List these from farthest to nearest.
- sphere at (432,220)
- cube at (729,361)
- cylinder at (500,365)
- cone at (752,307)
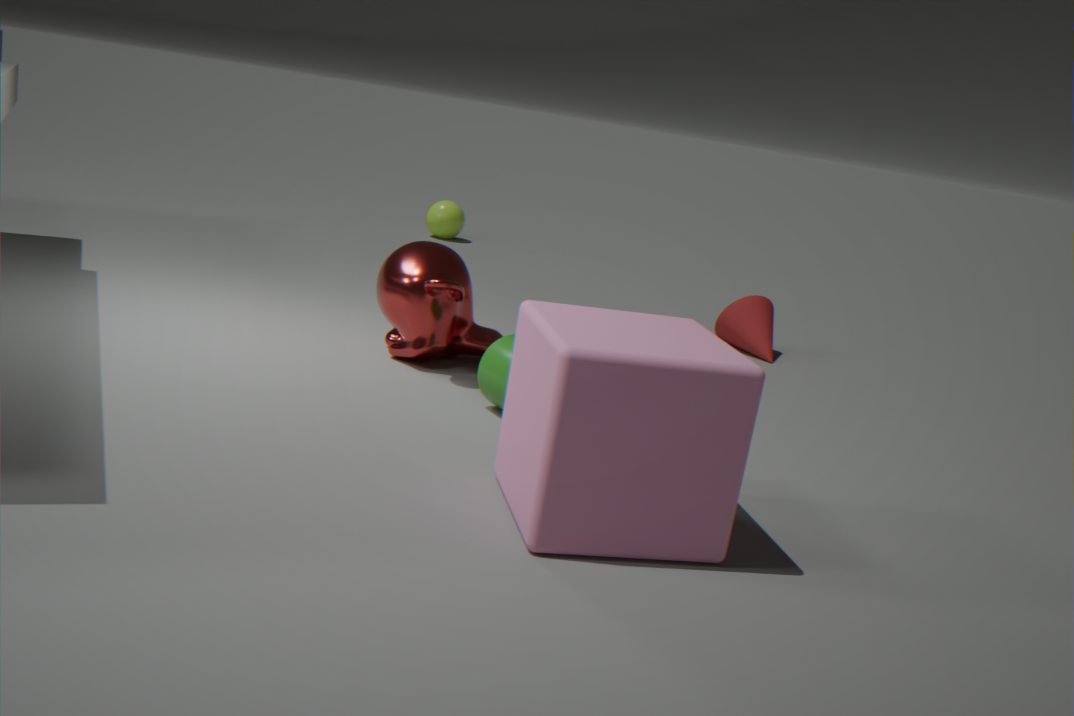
sphere at (432,220)
cone at (752,307)
cylinder at (500,365)
cube at (729,361)
